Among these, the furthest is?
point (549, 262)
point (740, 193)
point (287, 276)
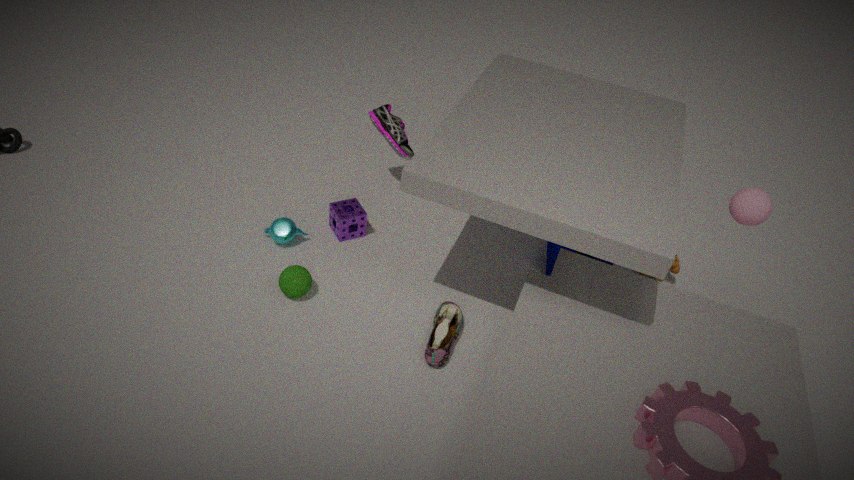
point (549, 262)
